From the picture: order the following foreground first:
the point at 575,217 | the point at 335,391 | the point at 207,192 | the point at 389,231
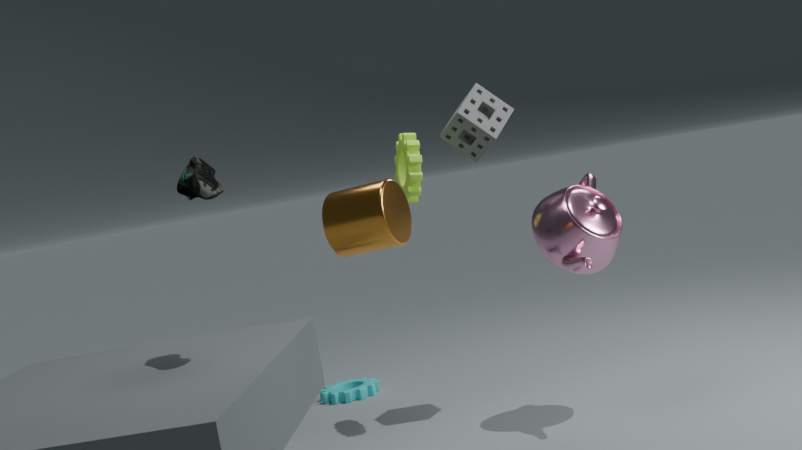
the point at 389,231 < the point at 207,192 < the point at 575,217 < the point at 335,391
